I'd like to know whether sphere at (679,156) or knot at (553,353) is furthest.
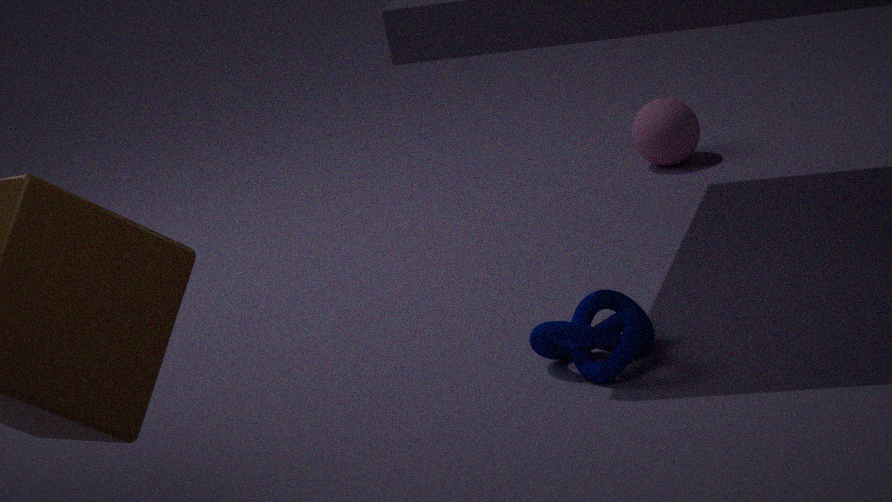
sphere at (679,156)
